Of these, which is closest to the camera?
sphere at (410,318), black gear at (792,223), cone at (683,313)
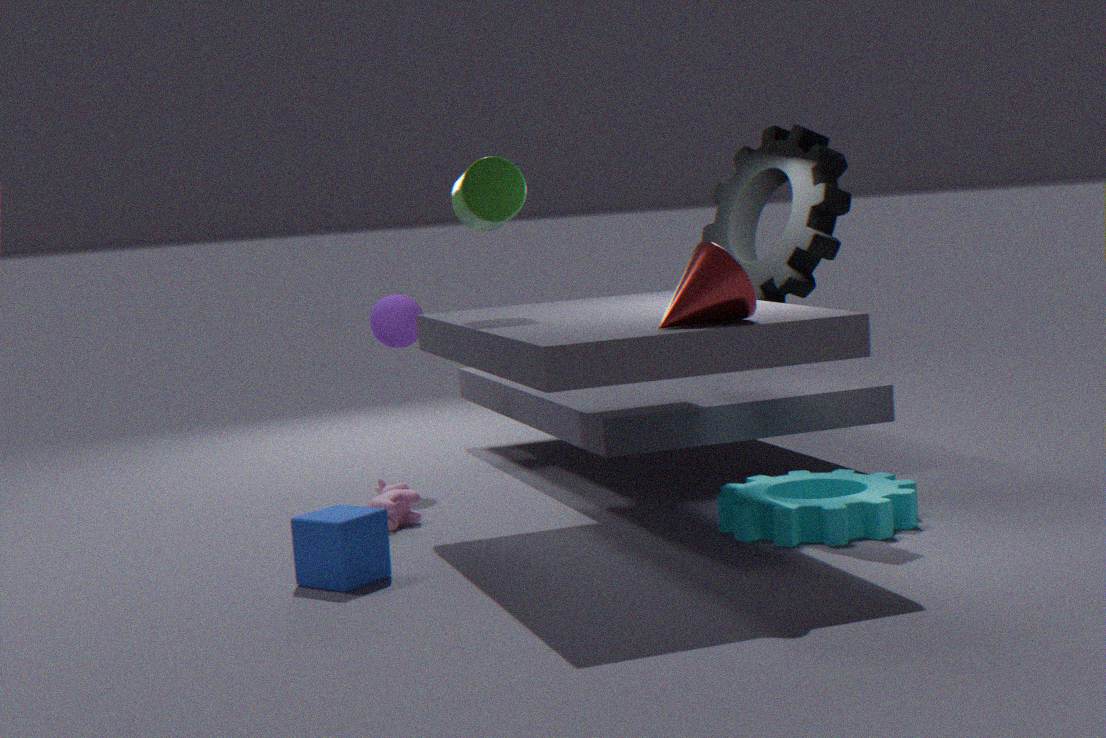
cone at (683,313)
